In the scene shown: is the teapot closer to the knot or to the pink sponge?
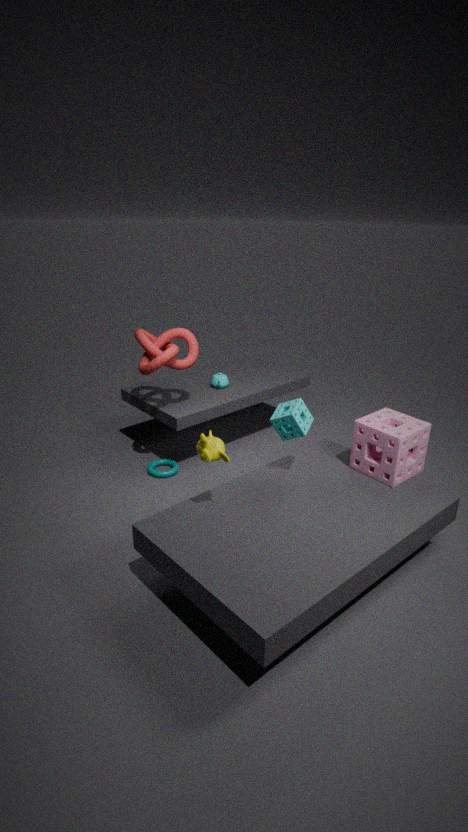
the knot
